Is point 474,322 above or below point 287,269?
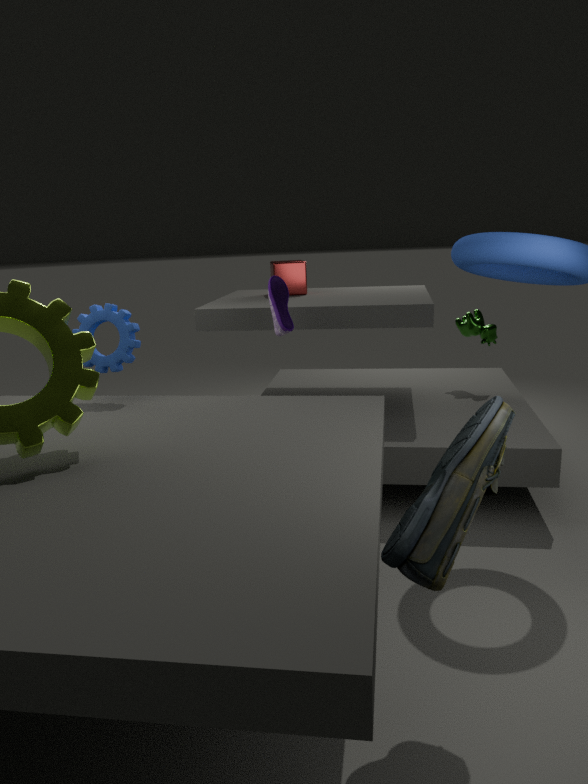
below
